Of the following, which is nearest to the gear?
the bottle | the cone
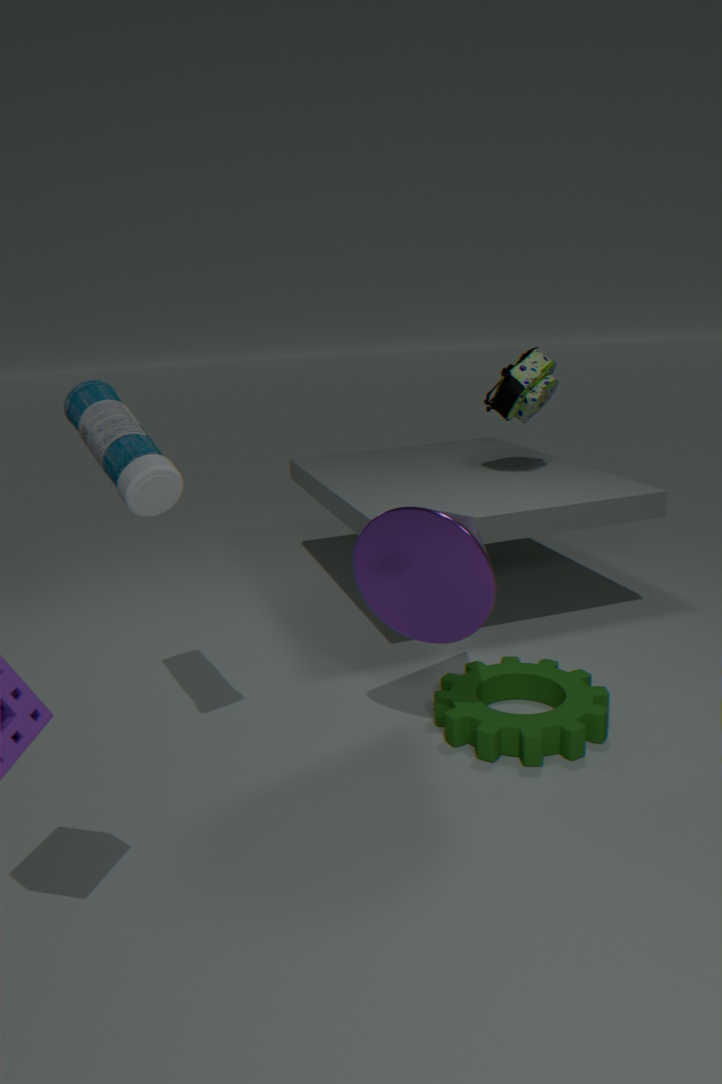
the cone
